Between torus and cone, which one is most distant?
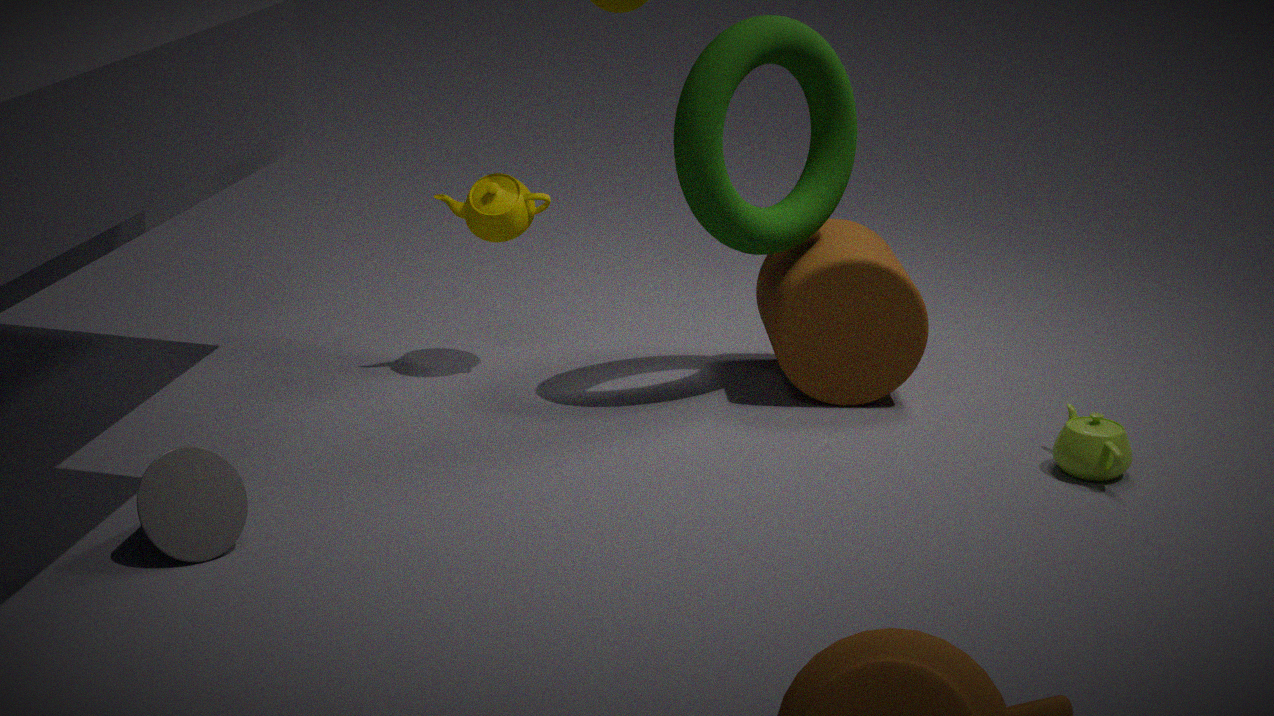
torus
